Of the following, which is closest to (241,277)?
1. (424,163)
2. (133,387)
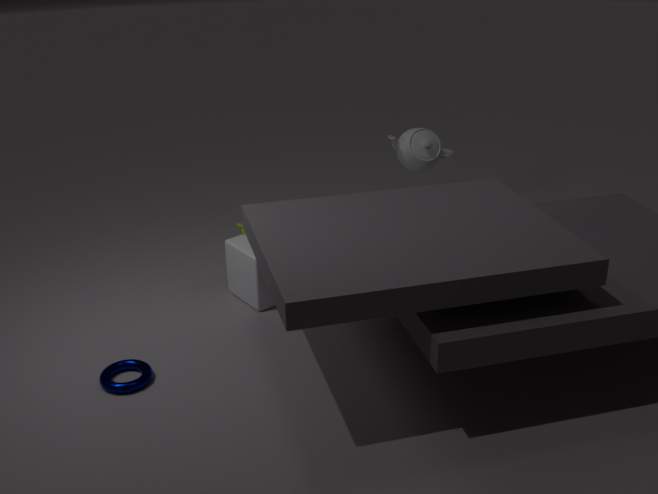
(133,387)
